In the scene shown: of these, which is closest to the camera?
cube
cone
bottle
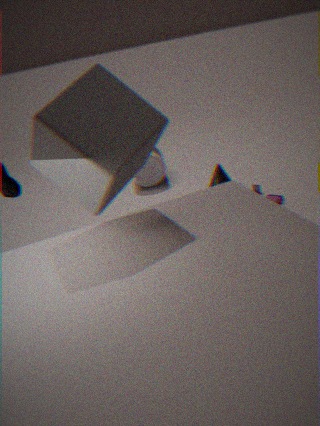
cube
